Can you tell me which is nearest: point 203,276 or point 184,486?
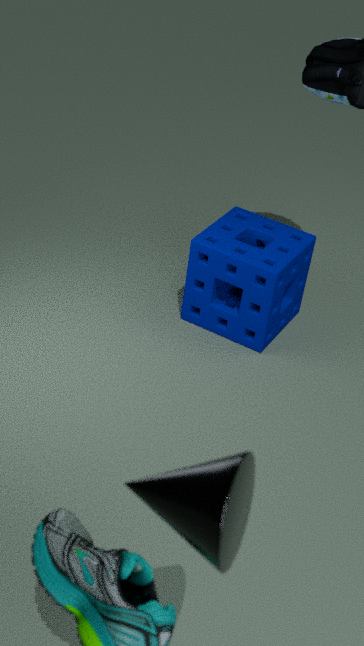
point 184,486
